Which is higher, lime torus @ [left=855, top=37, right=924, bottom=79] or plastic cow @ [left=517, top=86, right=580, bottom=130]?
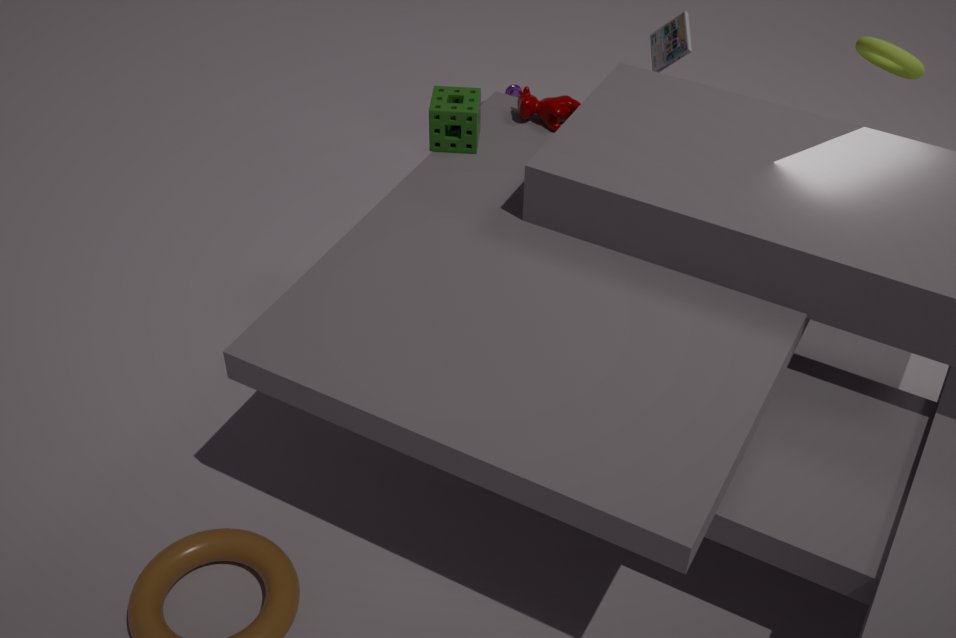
lime torus @ [left=855, top=37, right=924, bottom=79]
